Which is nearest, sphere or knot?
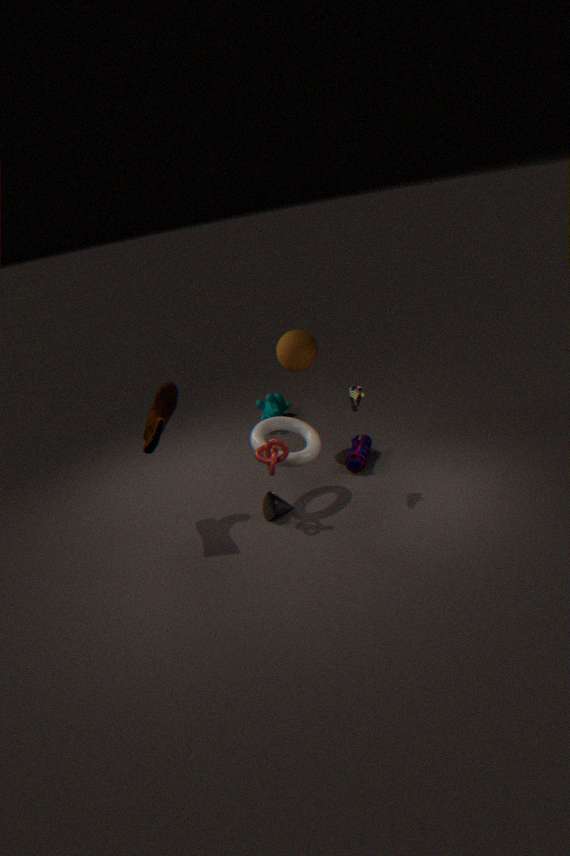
knot
